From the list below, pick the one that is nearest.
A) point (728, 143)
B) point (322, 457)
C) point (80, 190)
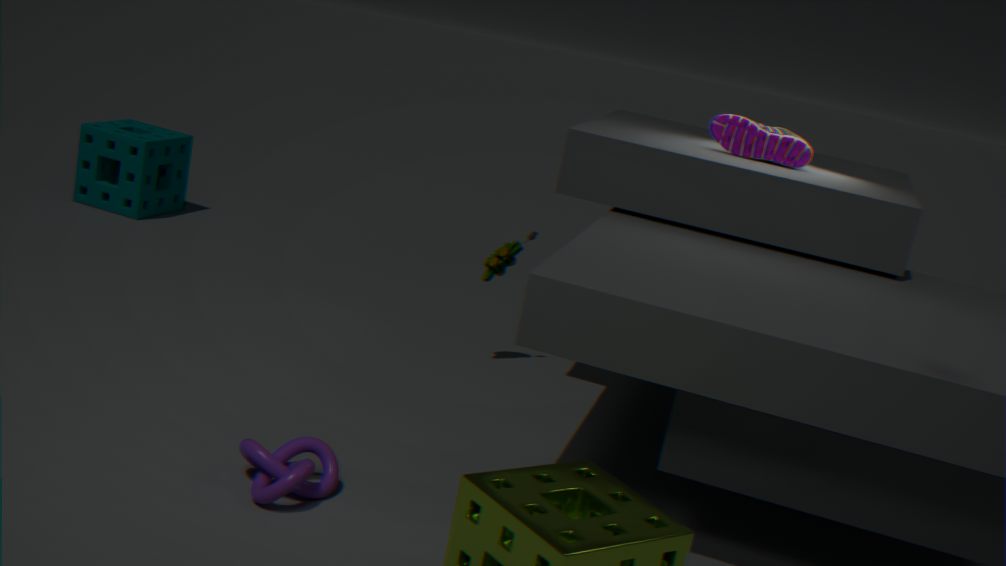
point (322, 457)
